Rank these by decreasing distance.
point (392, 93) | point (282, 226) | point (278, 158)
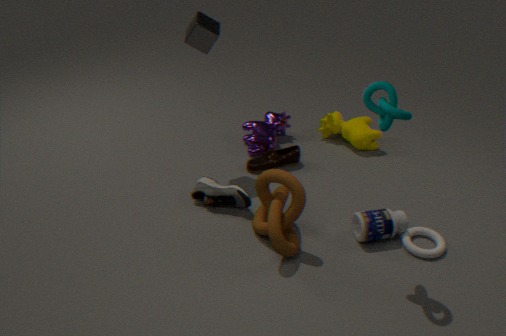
point (278, 158) → point (282, 226) → point (392, 93)
